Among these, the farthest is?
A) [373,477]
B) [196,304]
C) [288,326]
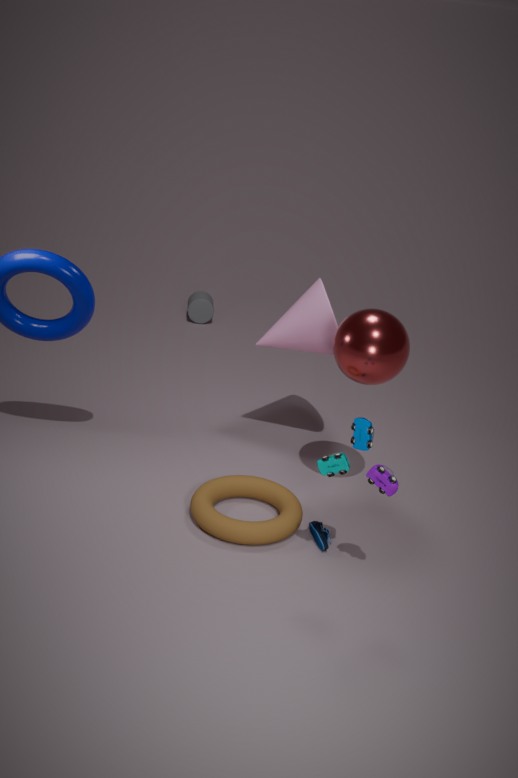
[196,304]
